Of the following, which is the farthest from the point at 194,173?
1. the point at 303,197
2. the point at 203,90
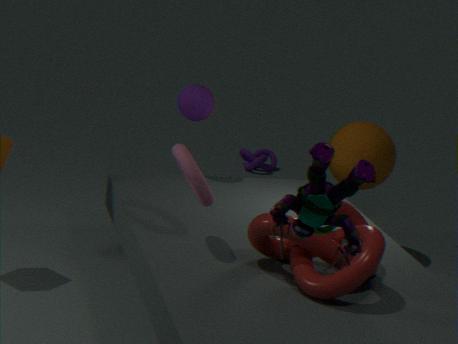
the point at 303,197
